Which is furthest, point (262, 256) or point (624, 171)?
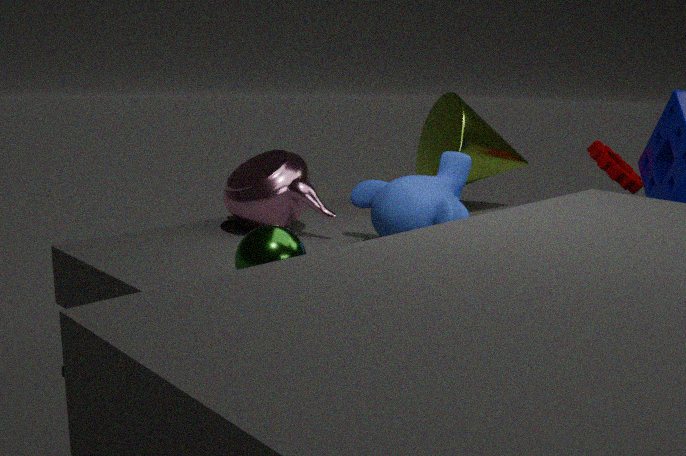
point (624, 171)
